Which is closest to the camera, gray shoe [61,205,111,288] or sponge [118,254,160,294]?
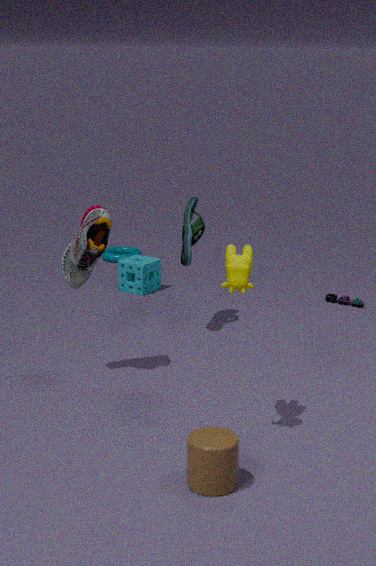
gray shoe [61,205,111,288]
